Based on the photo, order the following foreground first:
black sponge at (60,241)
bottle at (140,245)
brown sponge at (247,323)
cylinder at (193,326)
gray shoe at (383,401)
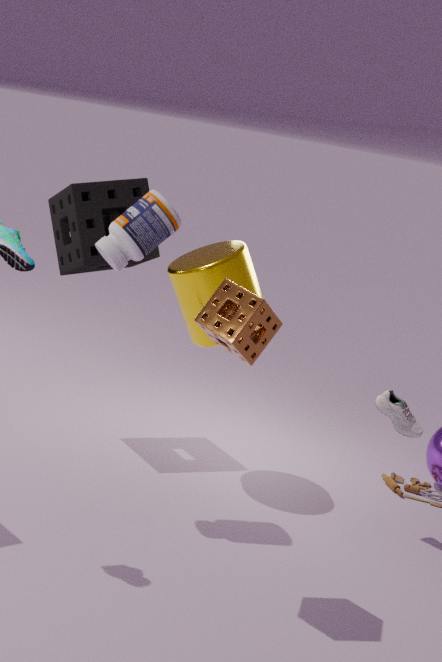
brown sponge at (247,323) < bottle at (140,245) < gray shoe at (383,401) < cylinder at (193,326) < black sponge at (60,241)
